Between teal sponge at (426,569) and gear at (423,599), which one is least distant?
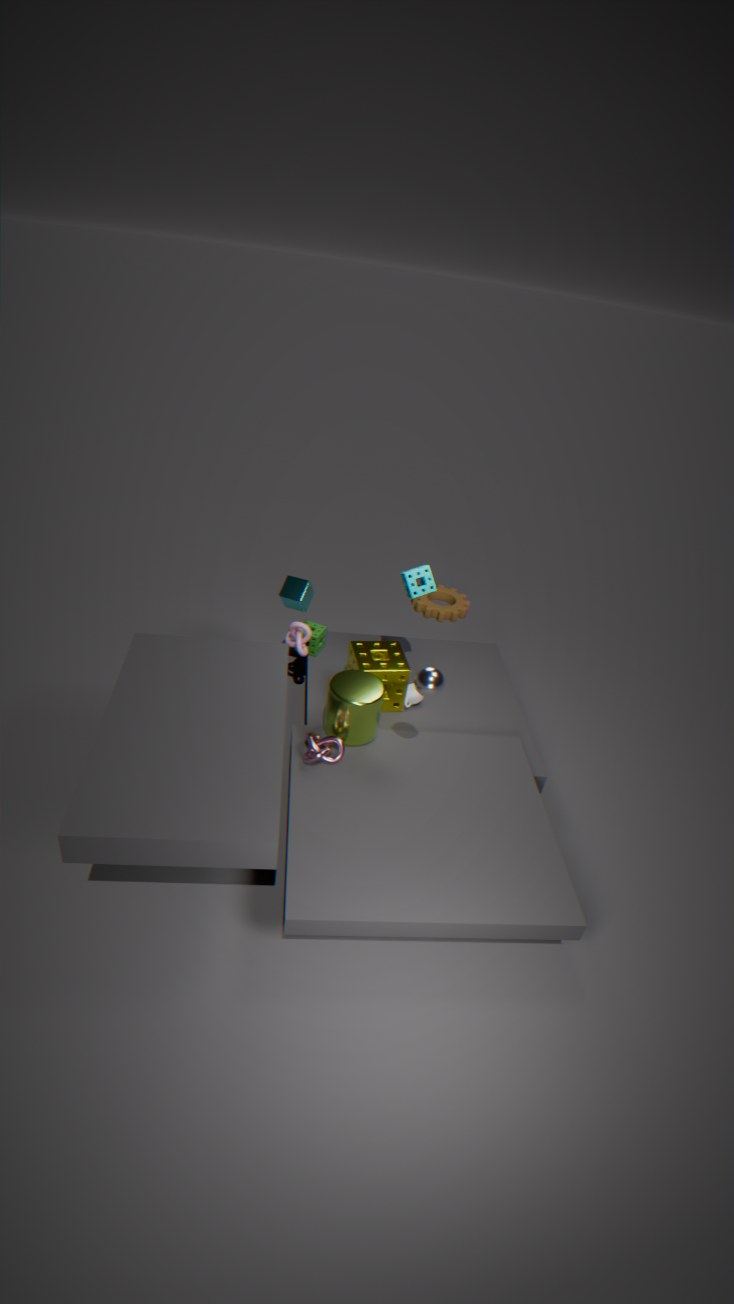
teal sponge at (426,569)
